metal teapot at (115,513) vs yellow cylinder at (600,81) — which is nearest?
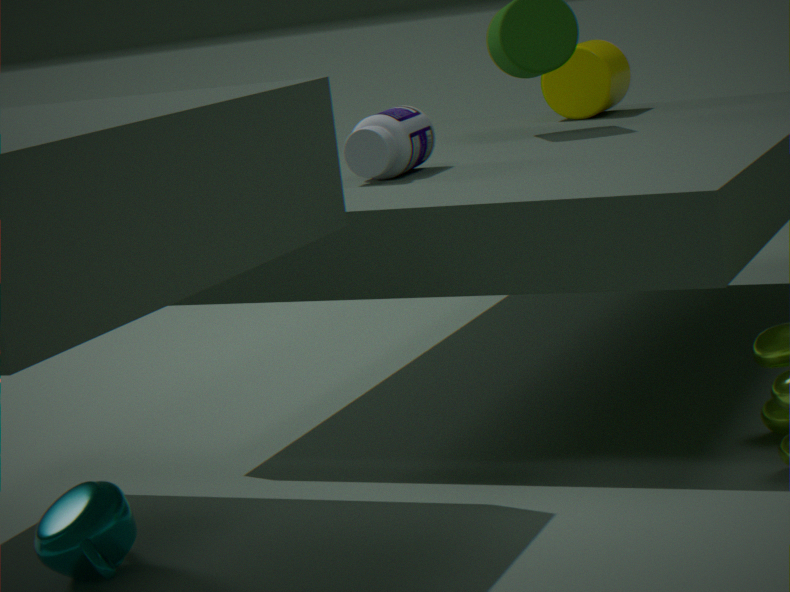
metal teapot at (115,513)
